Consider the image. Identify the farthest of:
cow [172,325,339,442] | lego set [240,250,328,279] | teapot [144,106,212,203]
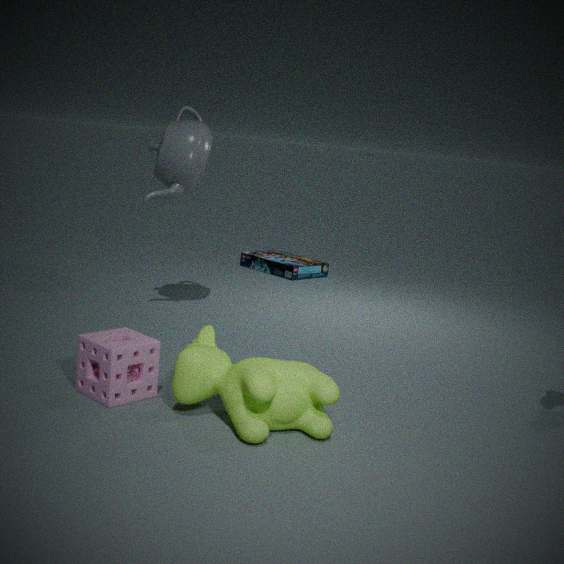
lego set [240,250,328,279]
